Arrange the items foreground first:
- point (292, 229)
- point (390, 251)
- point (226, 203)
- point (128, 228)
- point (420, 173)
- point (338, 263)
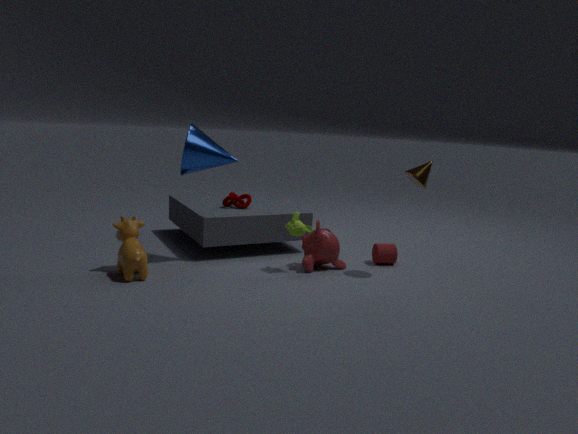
point (128, 228), point (420, 173), point (292, 229), point (338, 263), point (390, 251), point (226, 203)
